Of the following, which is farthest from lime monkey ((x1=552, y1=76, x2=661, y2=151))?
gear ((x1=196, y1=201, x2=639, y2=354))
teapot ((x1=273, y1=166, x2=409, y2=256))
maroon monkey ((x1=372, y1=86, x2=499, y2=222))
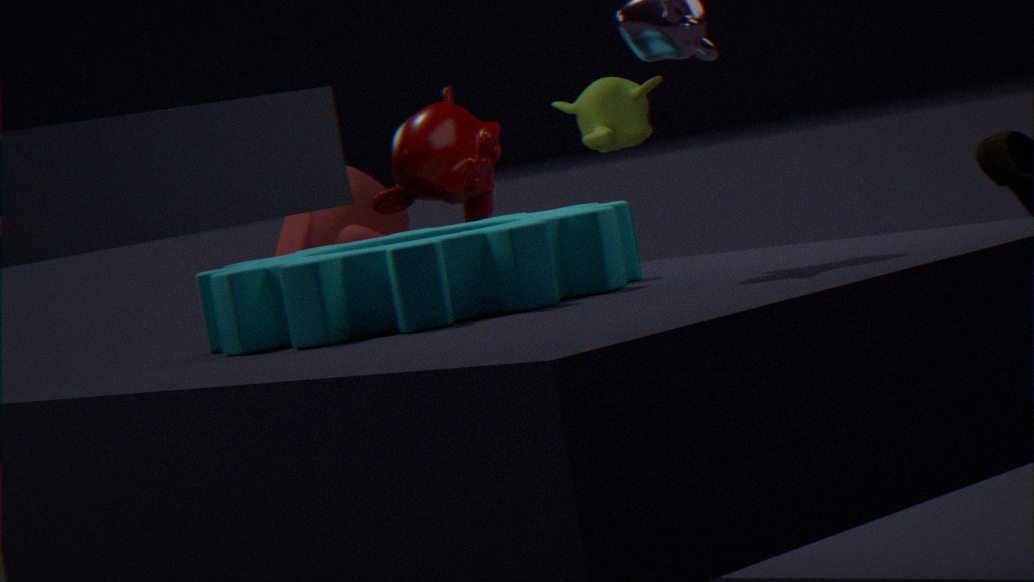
gear ((x1=196, y1=201, x2=639, y2=354))
